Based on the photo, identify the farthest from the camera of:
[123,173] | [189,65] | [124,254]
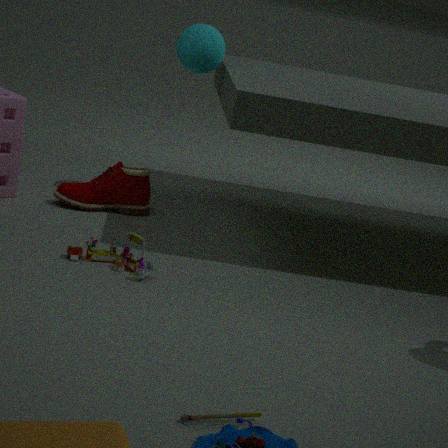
[189,65]
